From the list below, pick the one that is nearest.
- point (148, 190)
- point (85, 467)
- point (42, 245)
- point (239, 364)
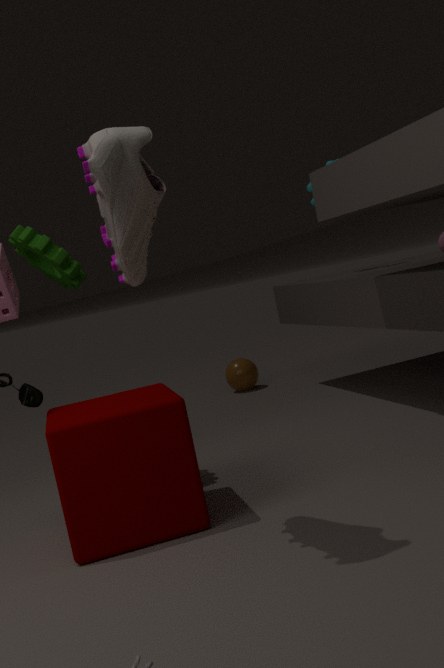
point (148, 190)
